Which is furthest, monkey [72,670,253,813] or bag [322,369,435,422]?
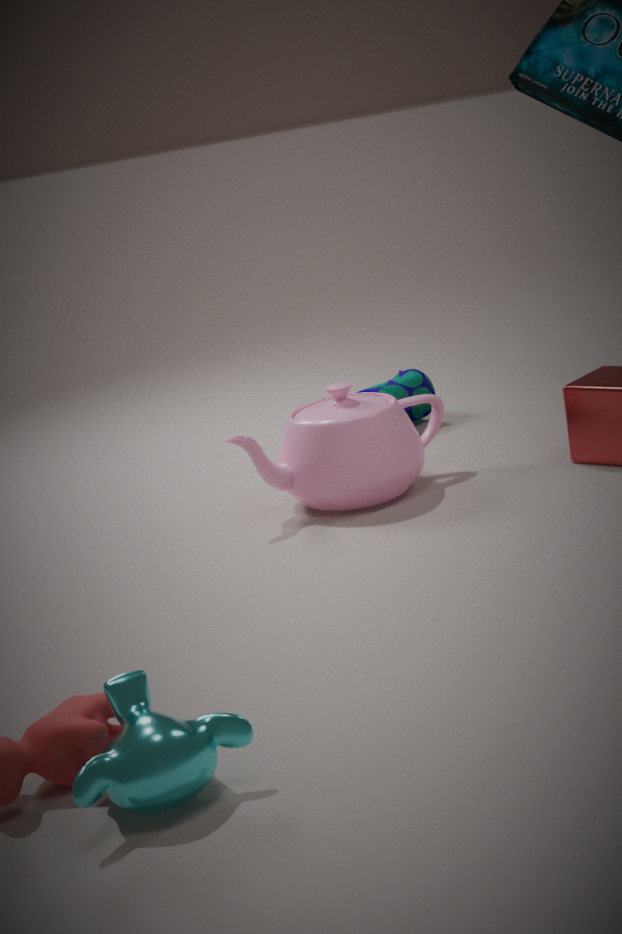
bag [322,369,435,422]
